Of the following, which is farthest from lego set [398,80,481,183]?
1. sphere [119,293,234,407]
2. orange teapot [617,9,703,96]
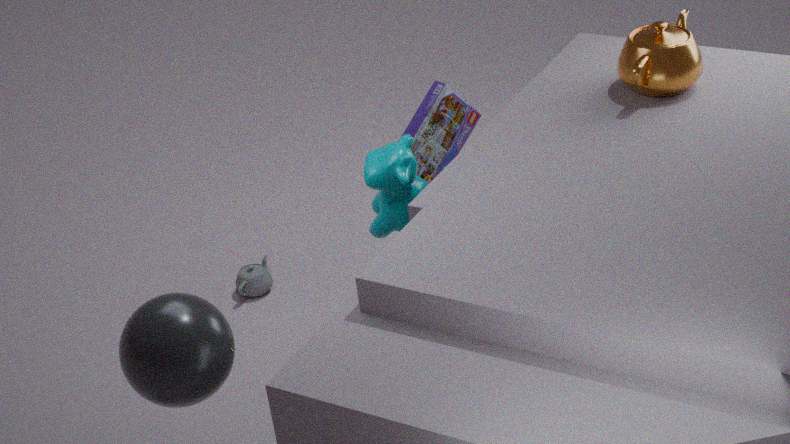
sphere [119,293,234,407]
